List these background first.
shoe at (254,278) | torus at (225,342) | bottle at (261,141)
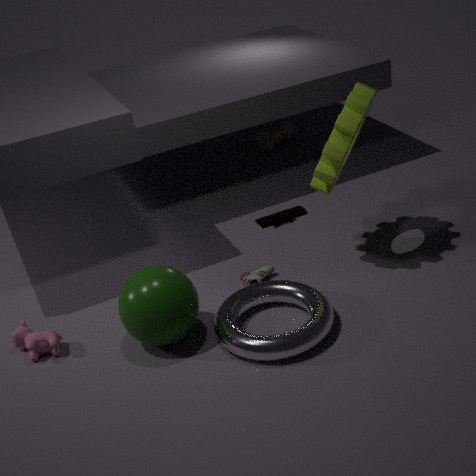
1. bottle at (261,141)
2. shoe at (254,278)
3. torus at (225,342)
